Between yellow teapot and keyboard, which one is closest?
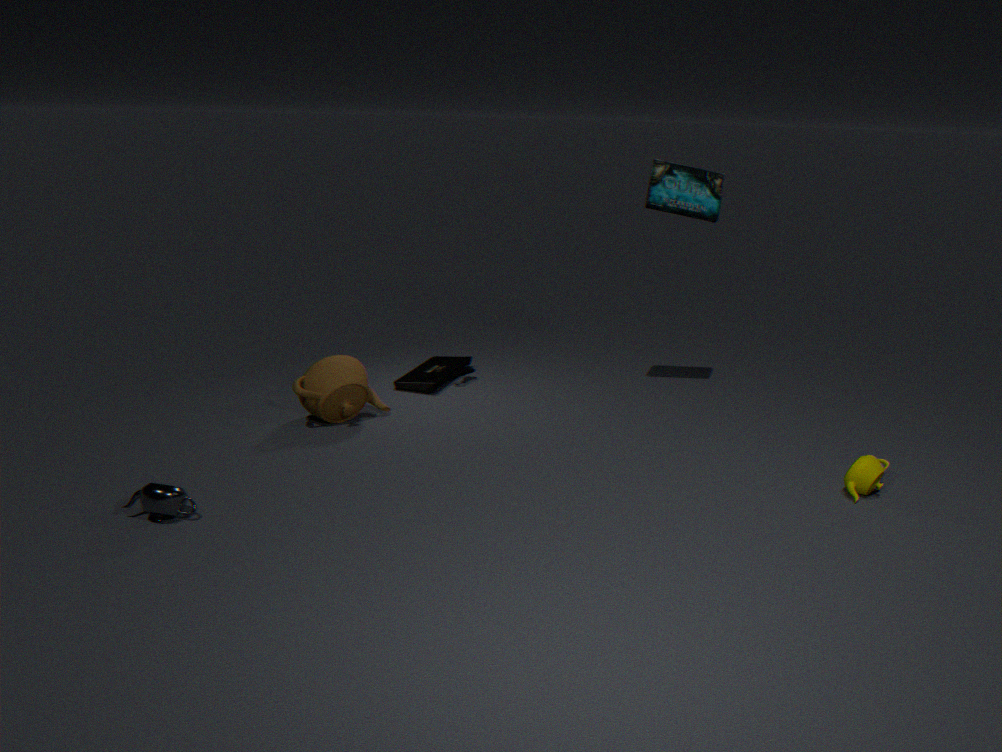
yellow teapot
